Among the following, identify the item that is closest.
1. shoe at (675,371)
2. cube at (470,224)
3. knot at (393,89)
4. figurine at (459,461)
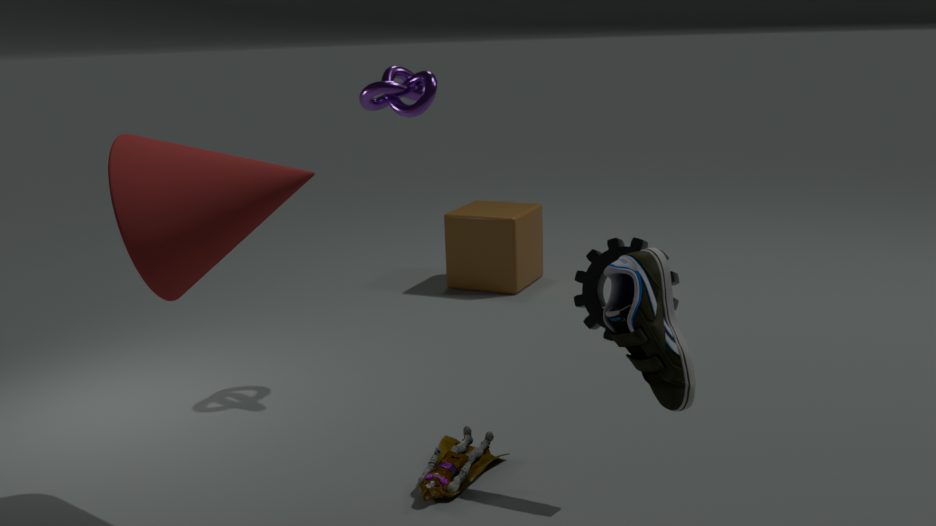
shoe at (675,371)
